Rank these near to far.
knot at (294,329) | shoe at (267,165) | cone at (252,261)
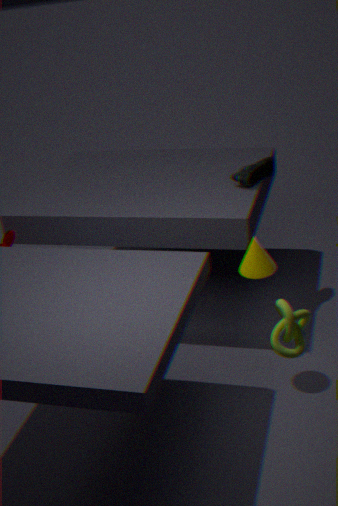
knot at (294,329) < cone at (252,261) < shoe at (267,165)
